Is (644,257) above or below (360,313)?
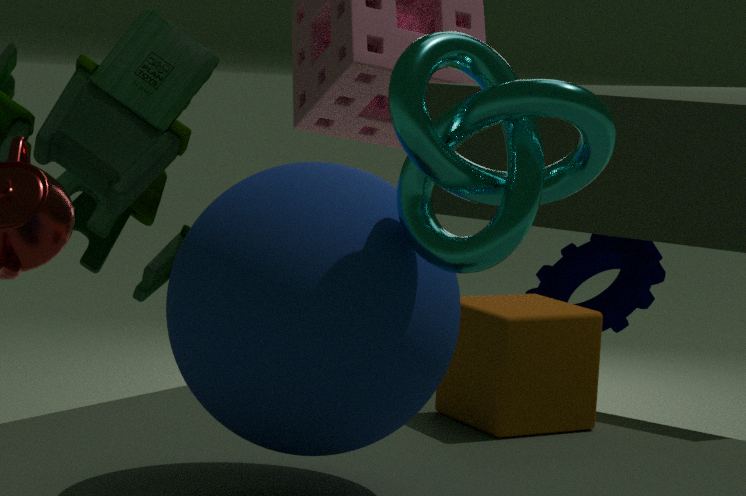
below
